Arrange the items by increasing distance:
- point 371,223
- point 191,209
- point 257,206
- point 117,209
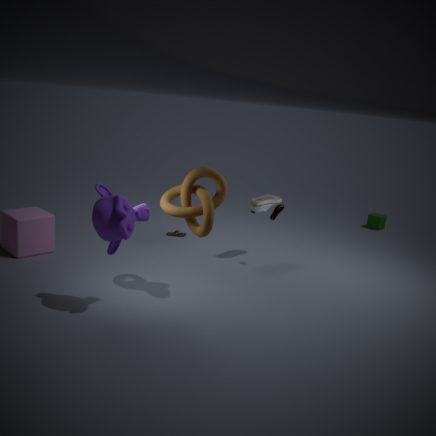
point 117,209 < point 191,209 < point 257,206 < point 371,223
